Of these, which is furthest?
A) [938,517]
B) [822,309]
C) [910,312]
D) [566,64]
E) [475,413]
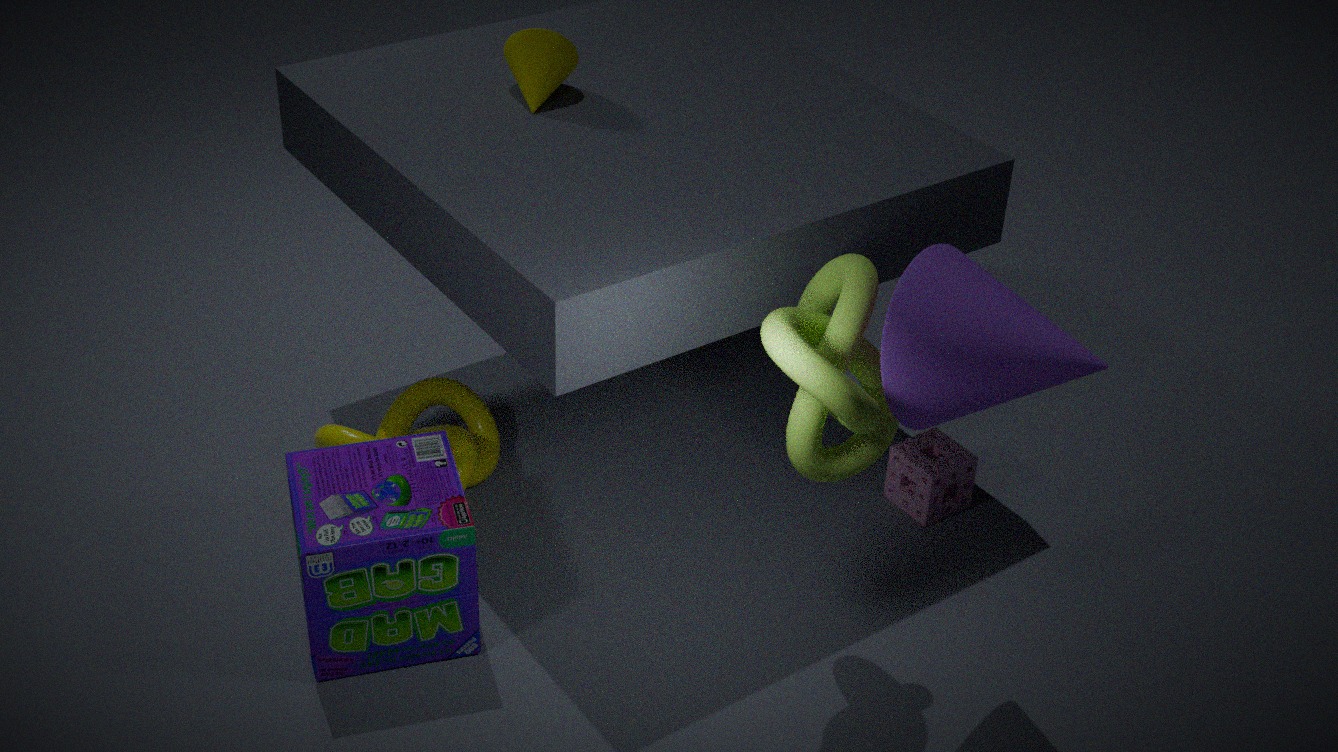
[475,413]
